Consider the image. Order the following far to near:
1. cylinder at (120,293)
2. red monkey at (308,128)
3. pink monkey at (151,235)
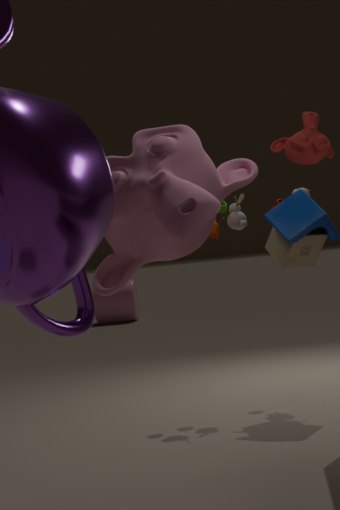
cylinder at (120,293) → red monkey at (308,128) → pink monkey at (151,235)
